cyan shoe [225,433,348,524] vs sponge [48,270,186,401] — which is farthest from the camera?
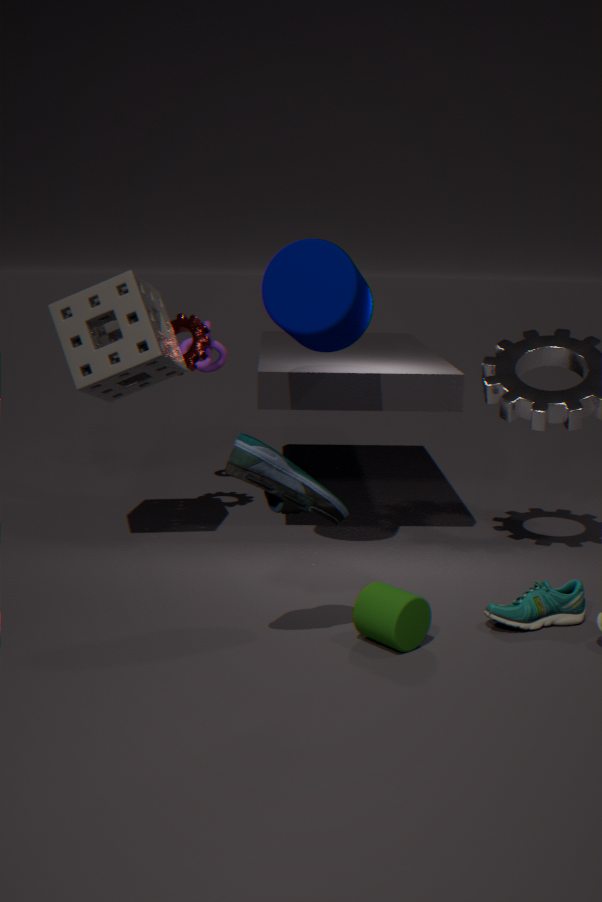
sponge [48,270,186,401]
